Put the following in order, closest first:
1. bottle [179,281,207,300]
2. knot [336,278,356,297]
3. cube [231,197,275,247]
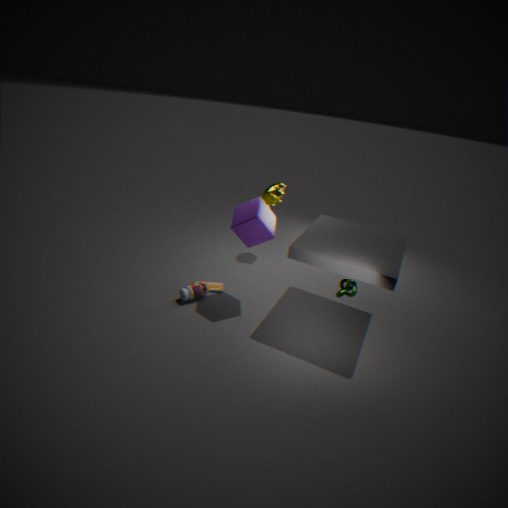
knot [336,278,356,297]
cube [231,197,275,247]
bottle [179,281,207,300]
